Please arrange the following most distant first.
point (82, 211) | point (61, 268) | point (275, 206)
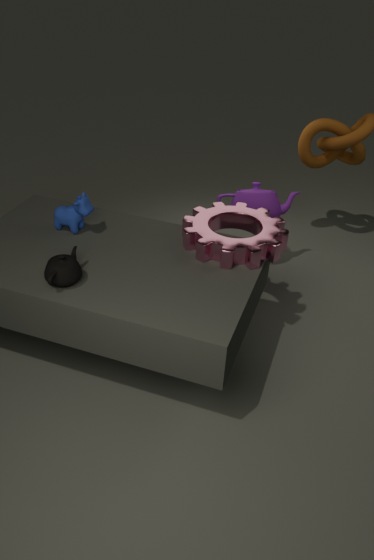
point (275, 206) → point (82, 211) → point (61, 268)
